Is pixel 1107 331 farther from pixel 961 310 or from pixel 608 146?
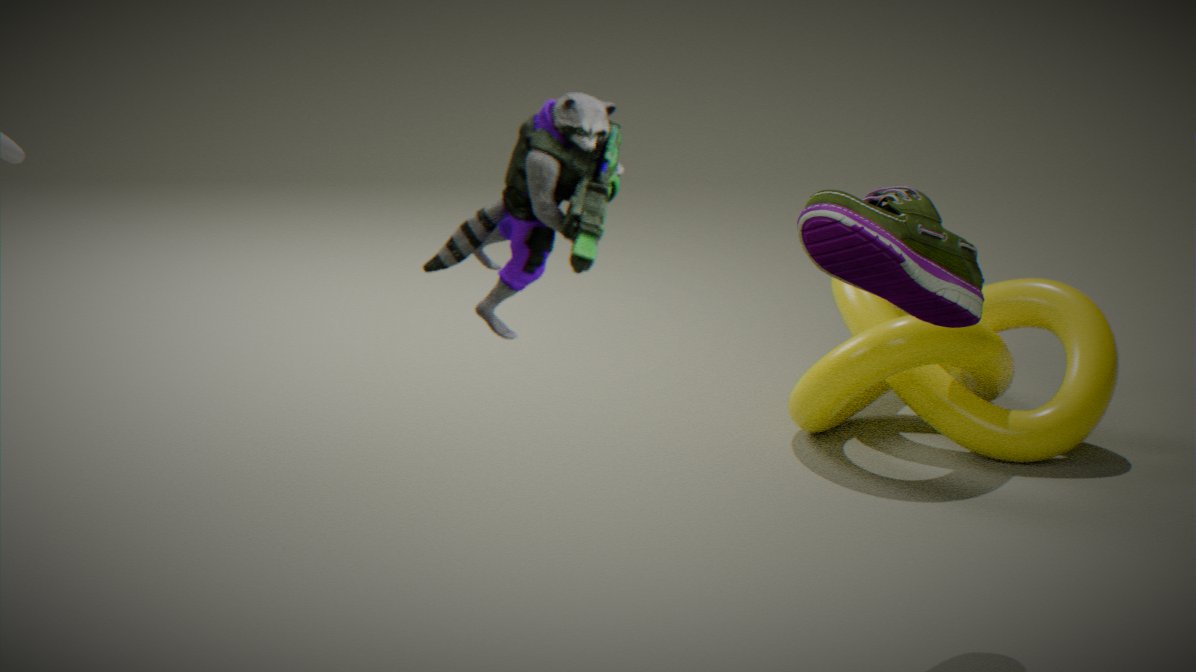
pixel 608 146
